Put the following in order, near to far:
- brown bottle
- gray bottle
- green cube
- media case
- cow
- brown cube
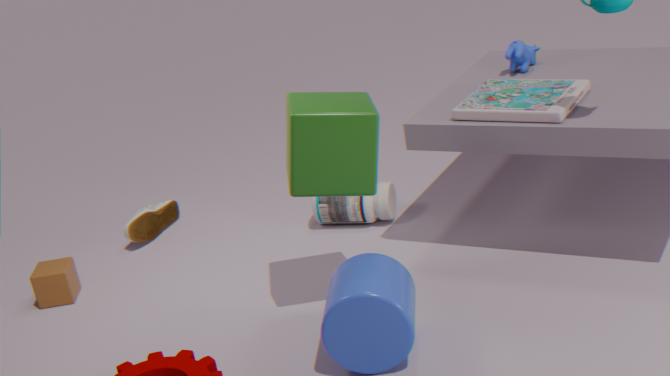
1. green cube
2. media case
3. brown cube
4. cow
5. gray bottle
6. brown bottle
